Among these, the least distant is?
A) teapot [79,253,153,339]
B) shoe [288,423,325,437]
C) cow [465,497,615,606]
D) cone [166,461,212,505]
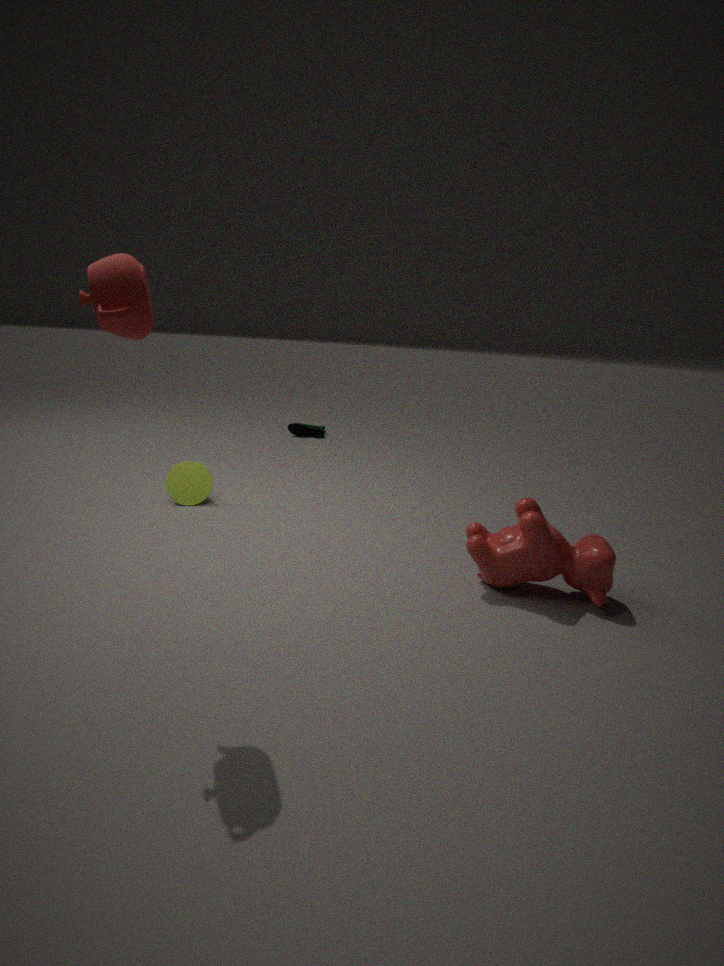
teapot [79,253,153,339]
